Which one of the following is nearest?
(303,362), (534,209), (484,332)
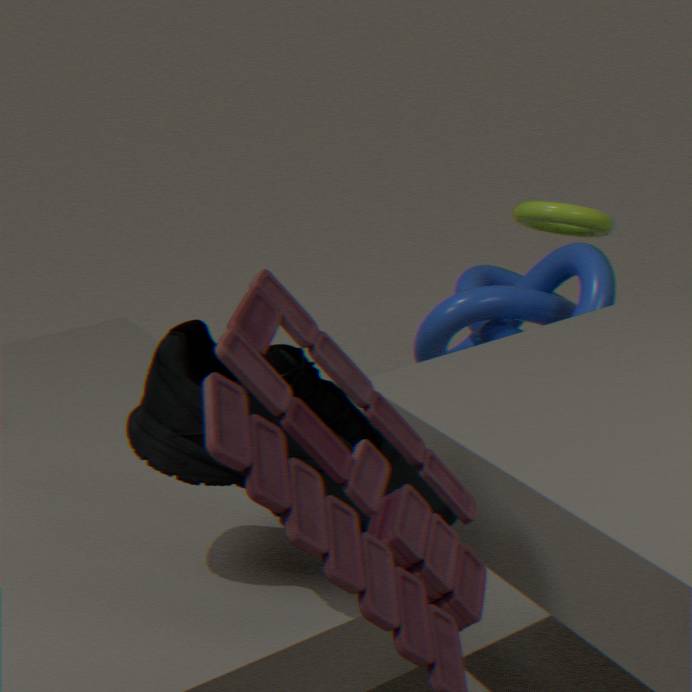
(303,362)
